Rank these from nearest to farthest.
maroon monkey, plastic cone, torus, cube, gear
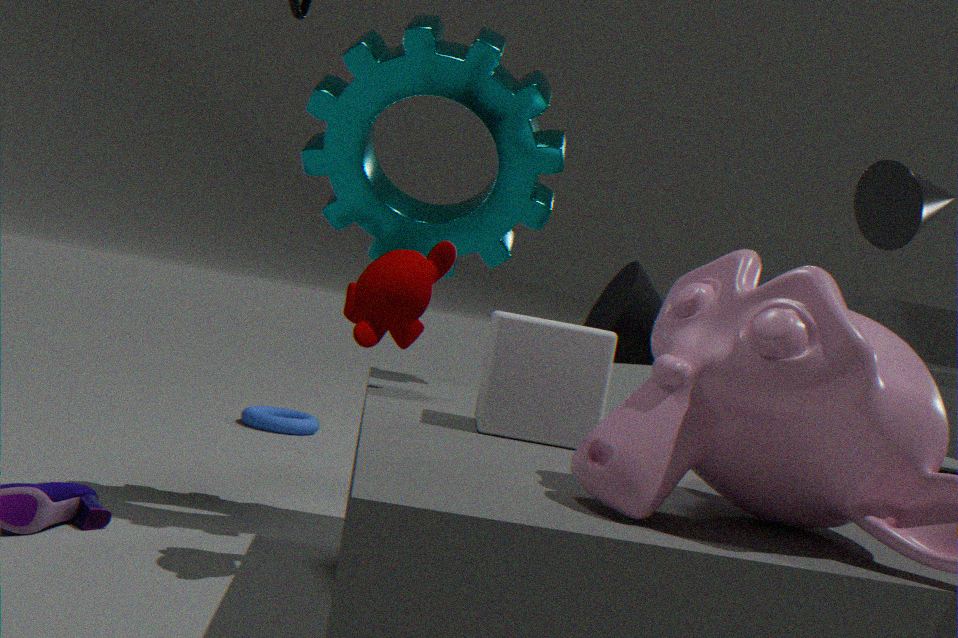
cube
maroon monkey
gear
plastic cone
torus
